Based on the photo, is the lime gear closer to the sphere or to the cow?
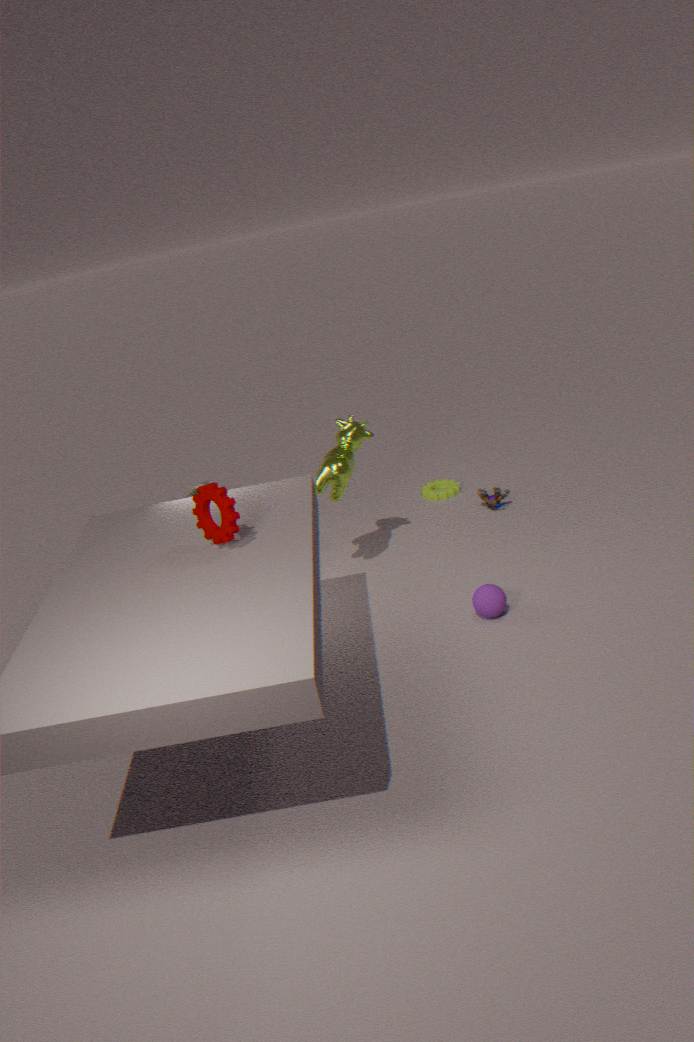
the cow
